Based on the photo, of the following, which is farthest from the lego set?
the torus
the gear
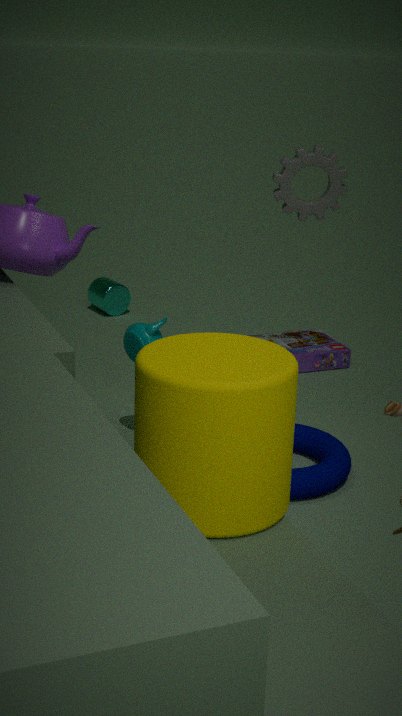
the gear
